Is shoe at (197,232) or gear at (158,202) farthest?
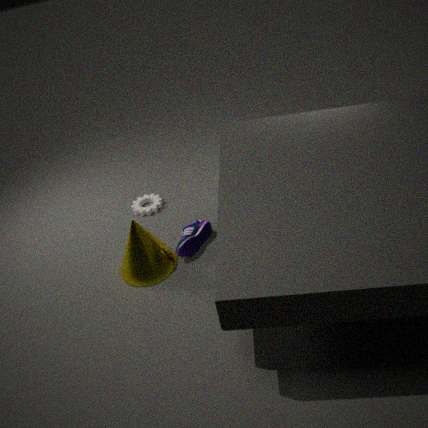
gear at (158,202)
